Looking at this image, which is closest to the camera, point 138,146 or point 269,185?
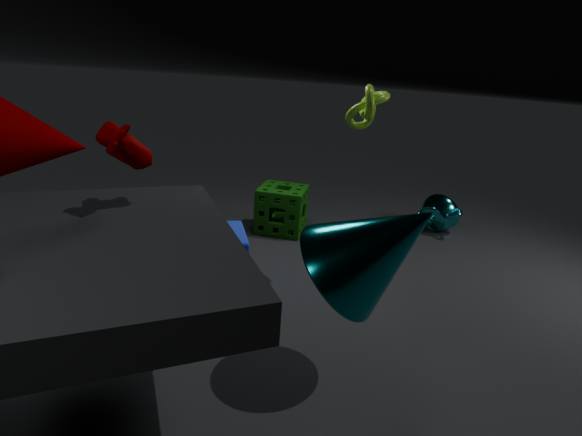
point 138,146
